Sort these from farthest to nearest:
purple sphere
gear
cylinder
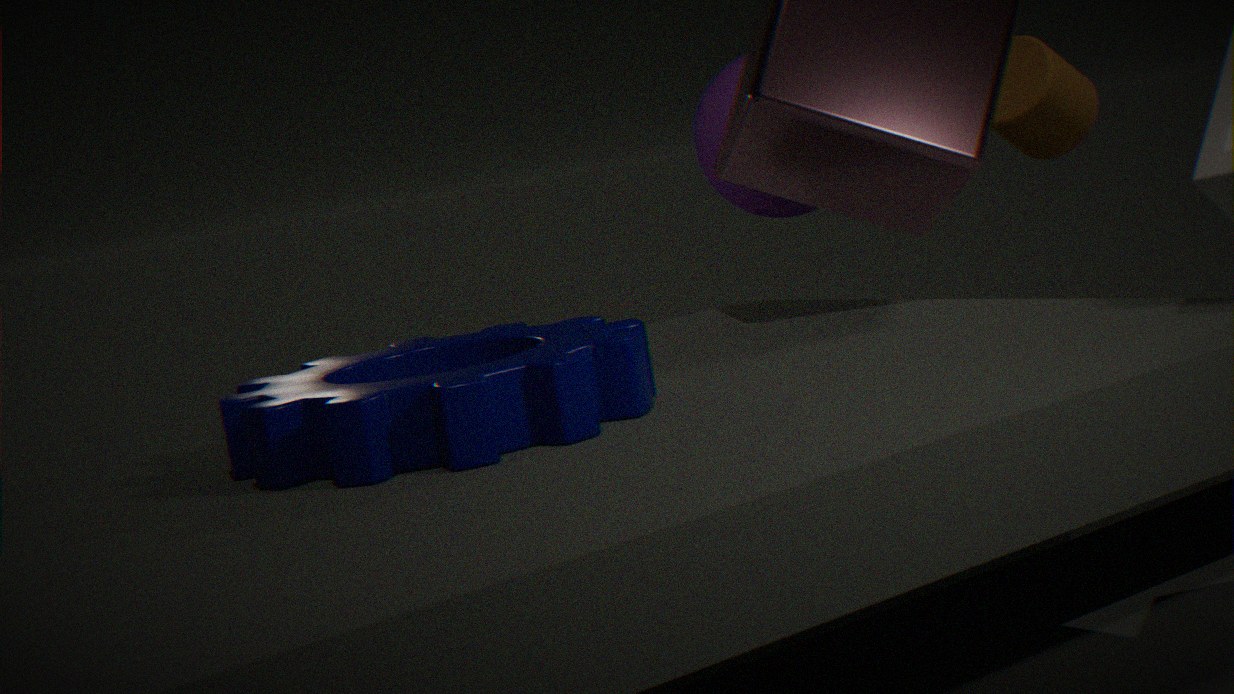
1. purple sphere
2. cylinder
3. gear
